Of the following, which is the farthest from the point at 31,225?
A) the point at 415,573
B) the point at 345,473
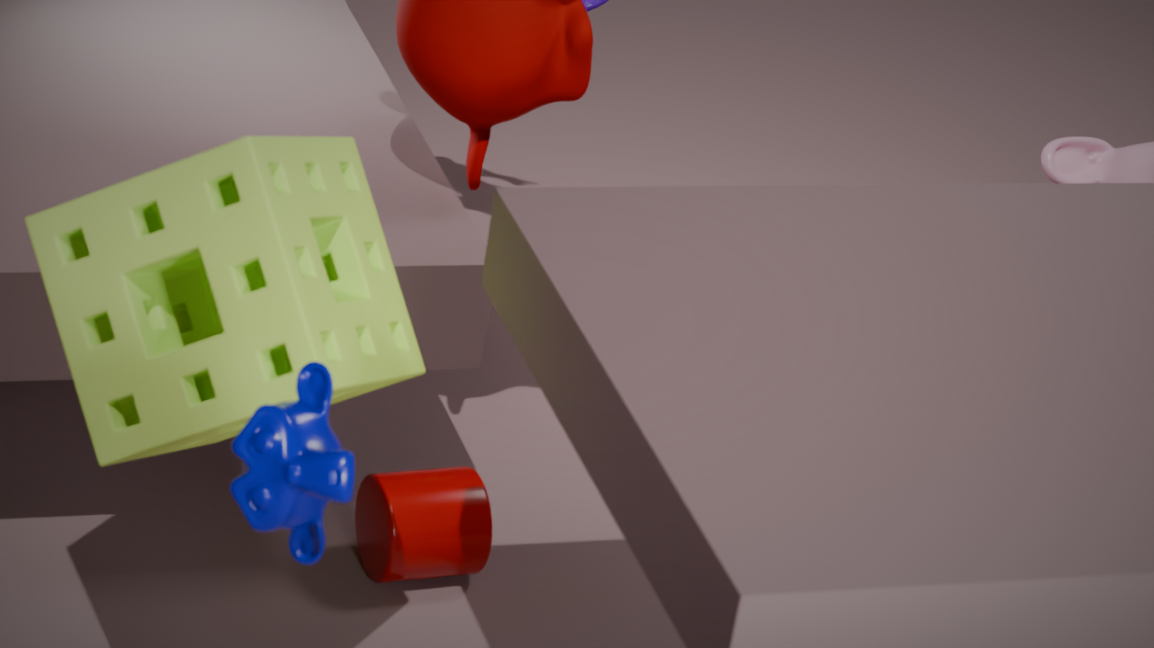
the point at 415,573
